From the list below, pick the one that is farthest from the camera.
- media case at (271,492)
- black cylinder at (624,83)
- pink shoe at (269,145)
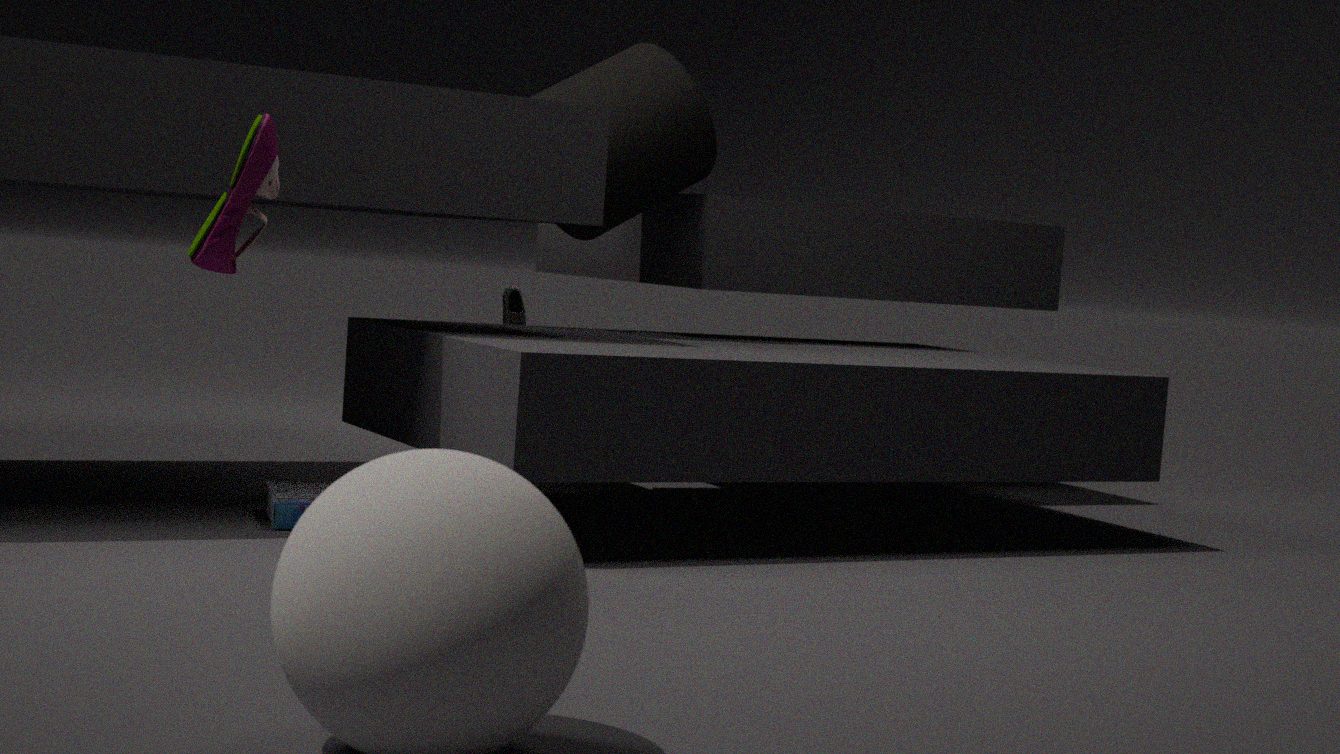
black cylinder at (624,83)
